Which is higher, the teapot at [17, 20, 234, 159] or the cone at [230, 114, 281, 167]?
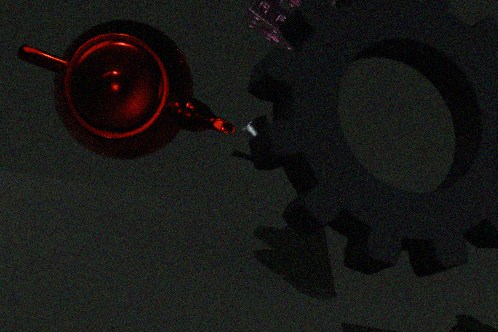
the teapot at [17, 20, 234, 159]
